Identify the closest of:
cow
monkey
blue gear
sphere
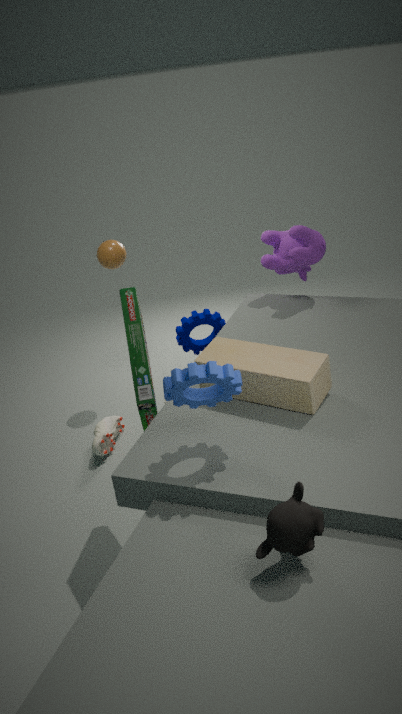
monkey
